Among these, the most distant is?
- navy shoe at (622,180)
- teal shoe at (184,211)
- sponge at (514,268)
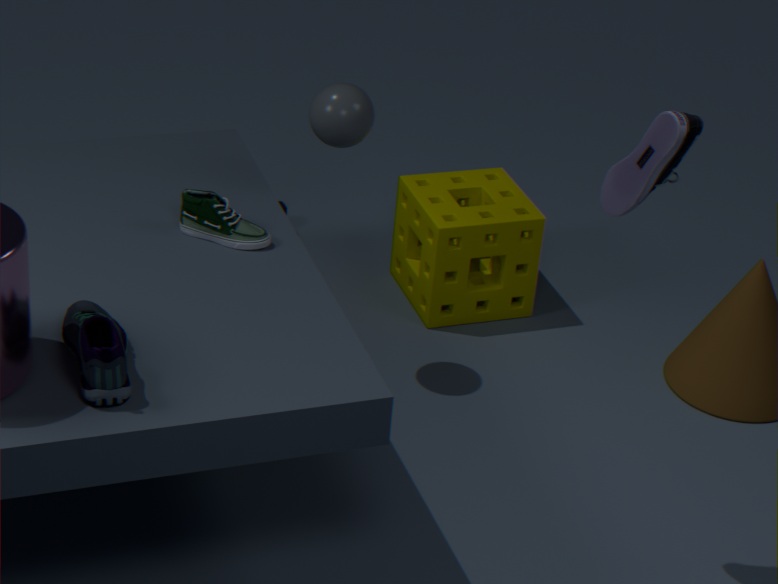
sponge at (514,268)
